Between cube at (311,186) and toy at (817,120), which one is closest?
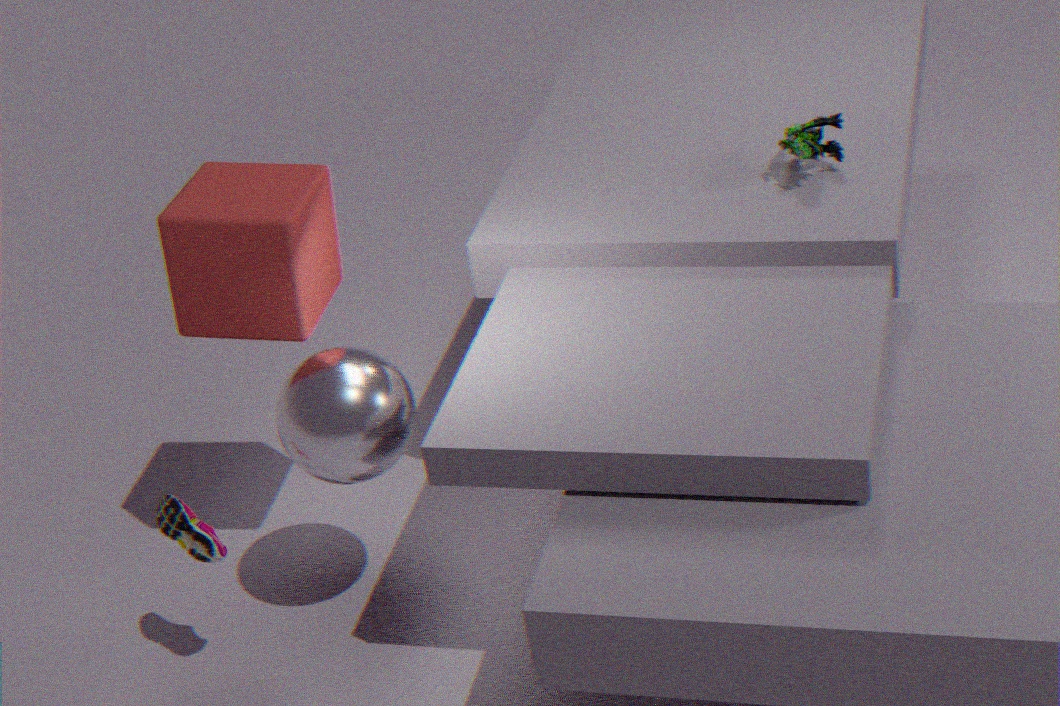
cube at (311,186)
